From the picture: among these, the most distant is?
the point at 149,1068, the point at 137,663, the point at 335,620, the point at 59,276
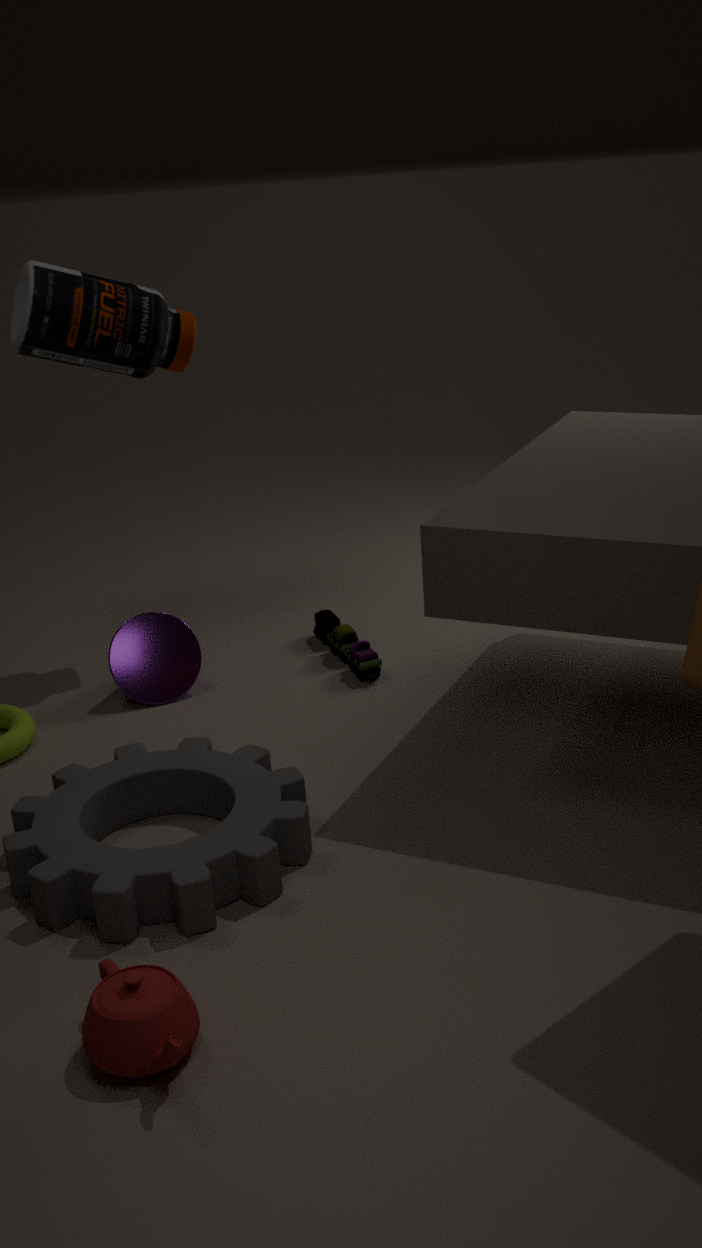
the point at 335,620
